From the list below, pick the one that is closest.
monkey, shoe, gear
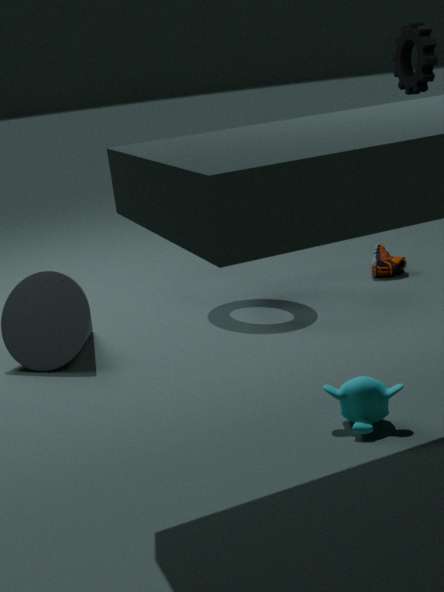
monkey
